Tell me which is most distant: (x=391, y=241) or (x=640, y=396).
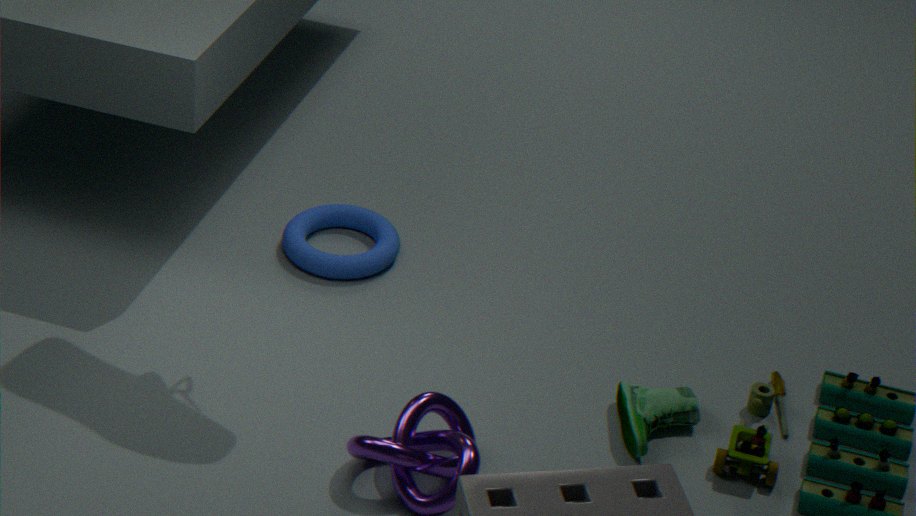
(x=391, y=241)
